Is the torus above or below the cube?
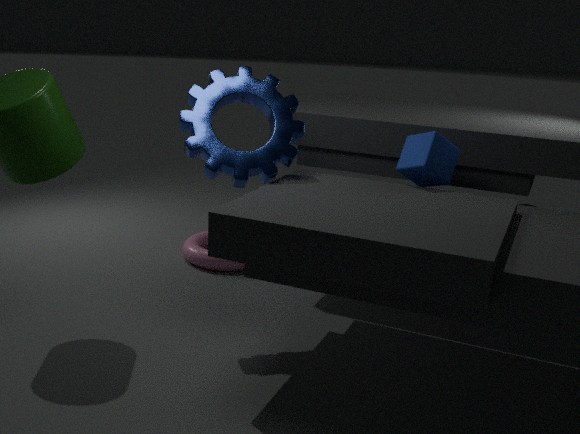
below
